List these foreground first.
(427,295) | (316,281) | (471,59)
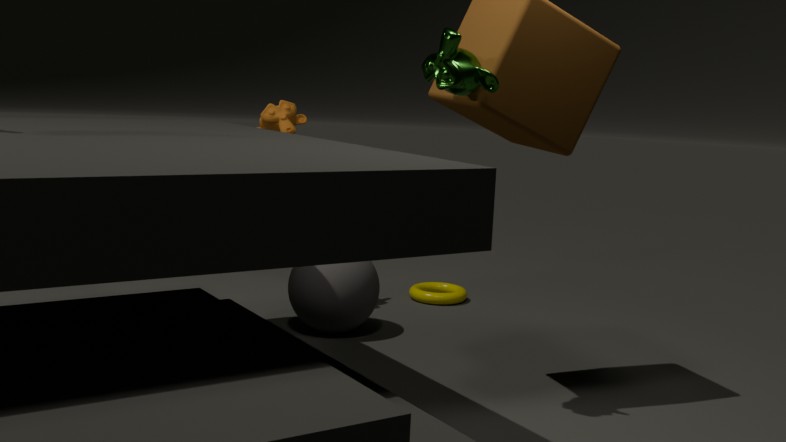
(471,59)
(316,281)
(427,295)
